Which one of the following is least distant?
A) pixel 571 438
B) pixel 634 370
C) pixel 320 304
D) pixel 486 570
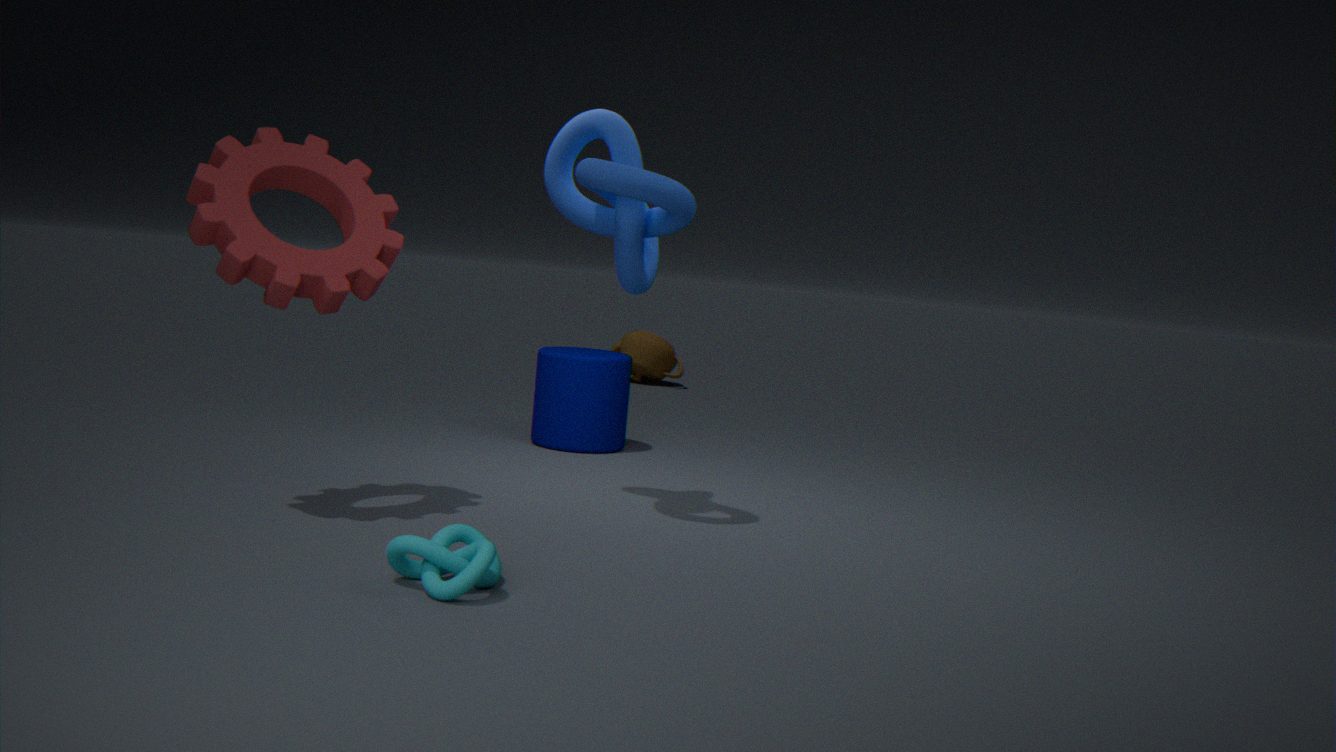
pixel 486 570
